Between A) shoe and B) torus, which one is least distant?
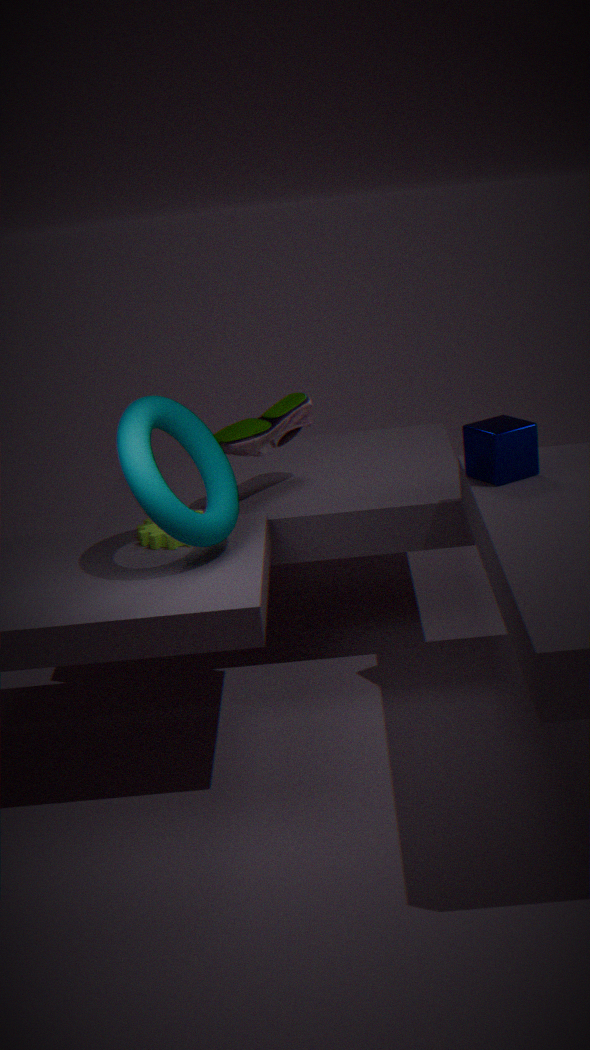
B. torus
